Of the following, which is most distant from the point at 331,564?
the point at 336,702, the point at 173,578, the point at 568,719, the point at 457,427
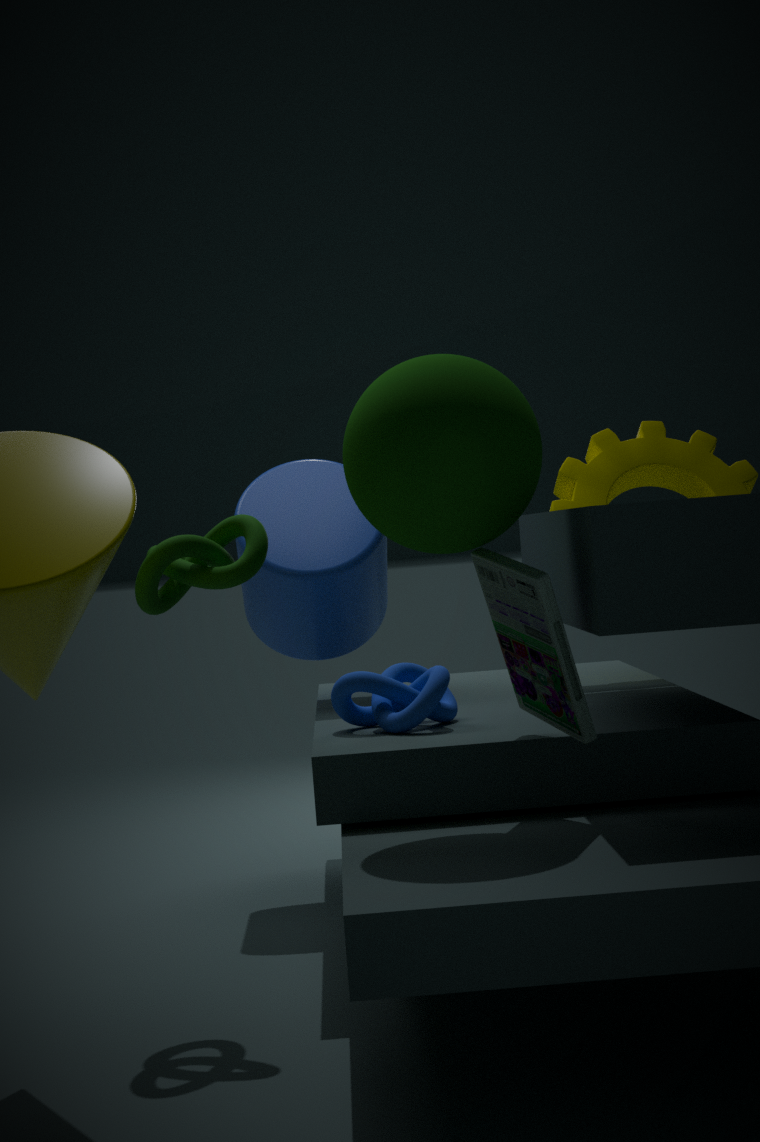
the point at 568,719
